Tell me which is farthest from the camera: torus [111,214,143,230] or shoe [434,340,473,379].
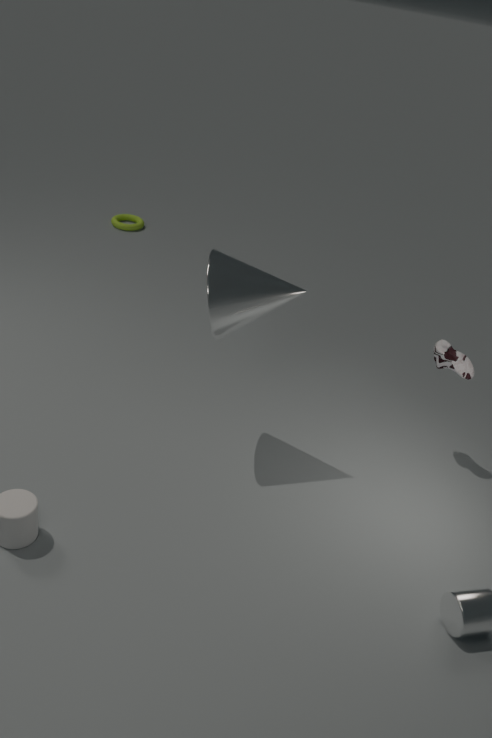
A: torus [111,214,143,230]
